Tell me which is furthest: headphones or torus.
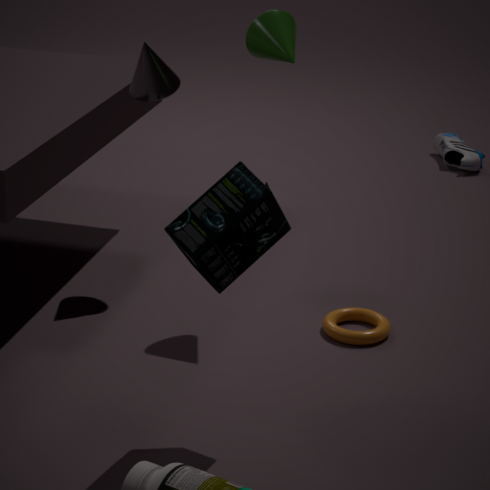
torus
